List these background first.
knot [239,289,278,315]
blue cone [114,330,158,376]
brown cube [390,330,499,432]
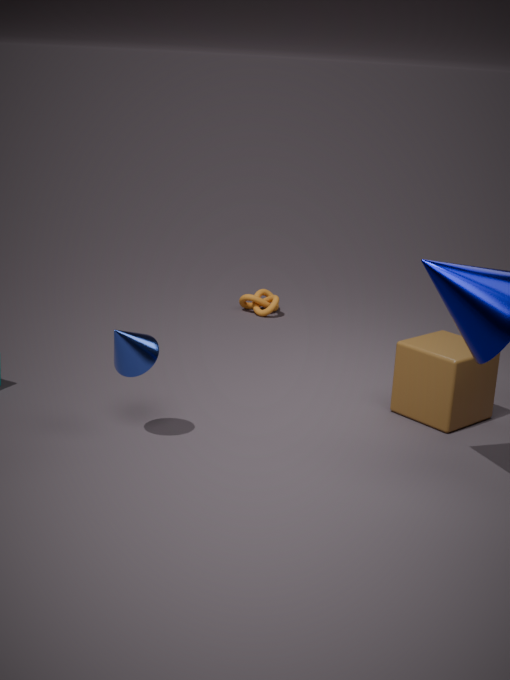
1. knot [239,289,278,315]
2. brown cube [390,330,499,432]
3. blue cone [114,330,158,376]
